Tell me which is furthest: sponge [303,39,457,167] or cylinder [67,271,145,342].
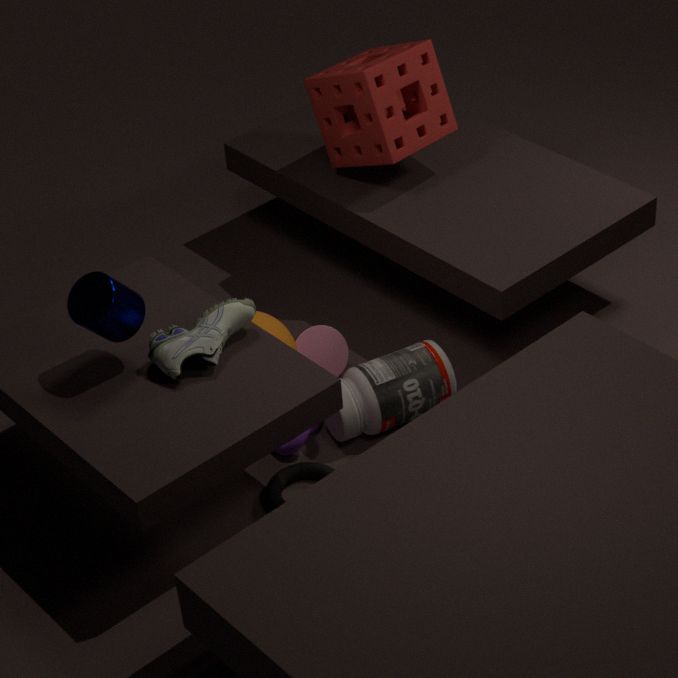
sponge [303,39,457,167]
